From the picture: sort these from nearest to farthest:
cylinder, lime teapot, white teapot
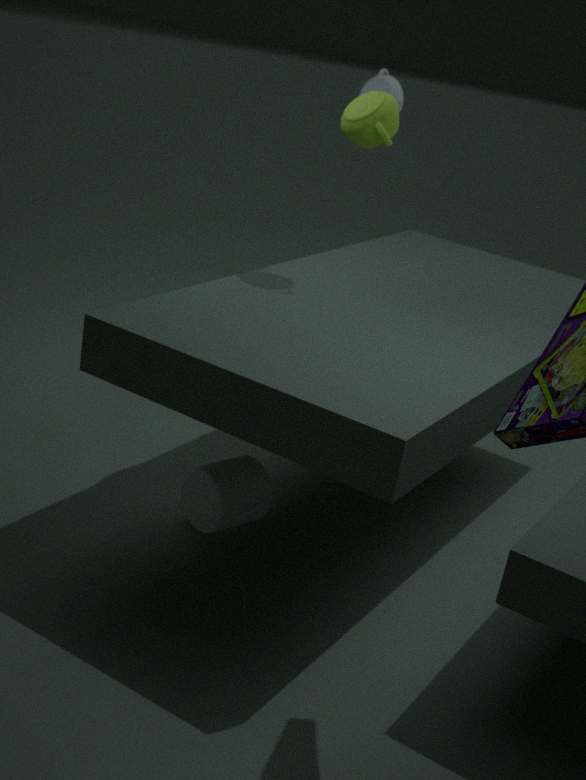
1. cylinder
2. lime teapot
3. white teapot
